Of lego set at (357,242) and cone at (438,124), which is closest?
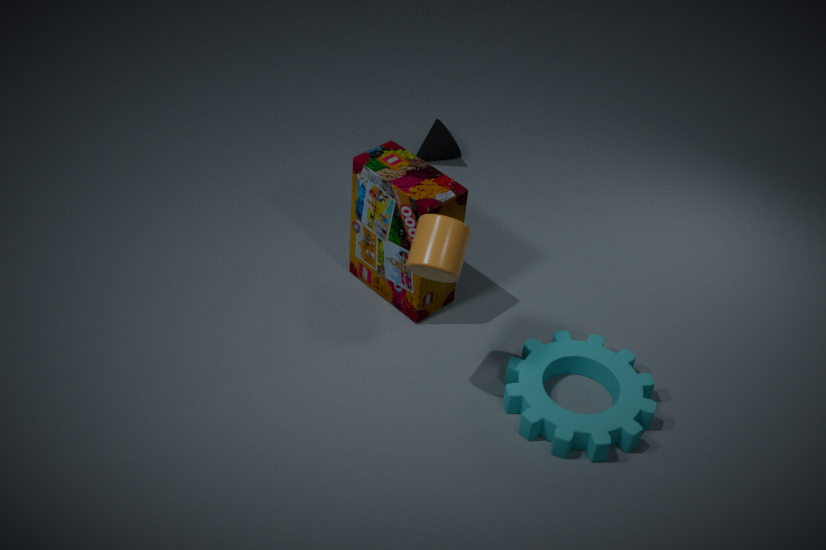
lego set at (357,242)
